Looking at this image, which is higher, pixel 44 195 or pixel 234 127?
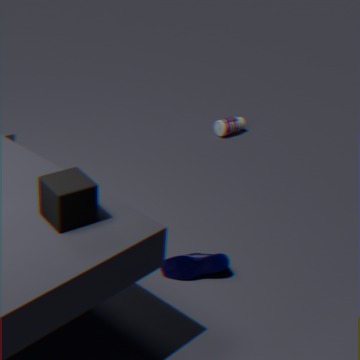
pixel 44 195
